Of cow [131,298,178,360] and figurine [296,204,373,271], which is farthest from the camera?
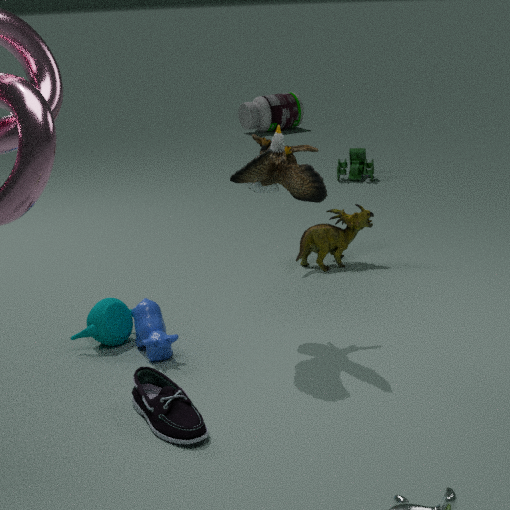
figurine [296,204,373,271]
